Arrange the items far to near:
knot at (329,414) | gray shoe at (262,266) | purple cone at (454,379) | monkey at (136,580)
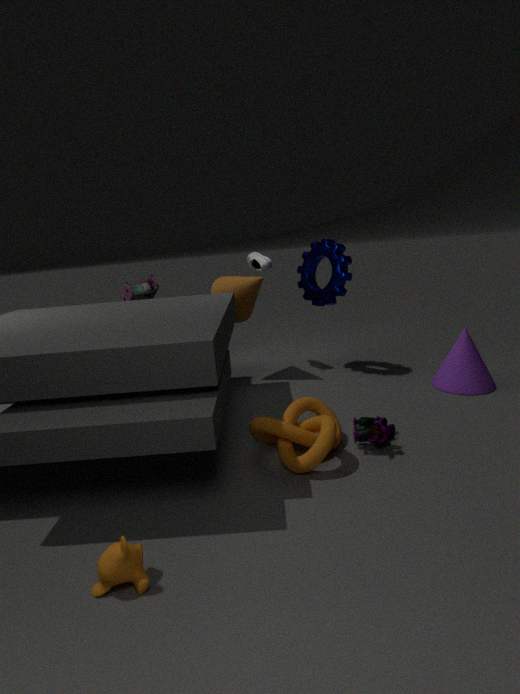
gray shoe at (262,266) → purple cone at (454,379) → knot at (329,414) → monkey at (136,580)
